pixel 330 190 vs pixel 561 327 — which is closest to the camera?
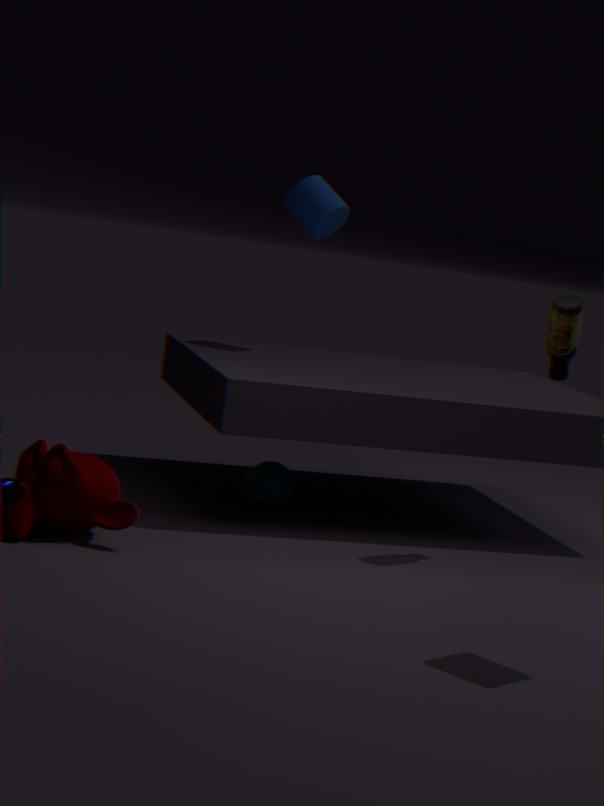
pixel 561 327
